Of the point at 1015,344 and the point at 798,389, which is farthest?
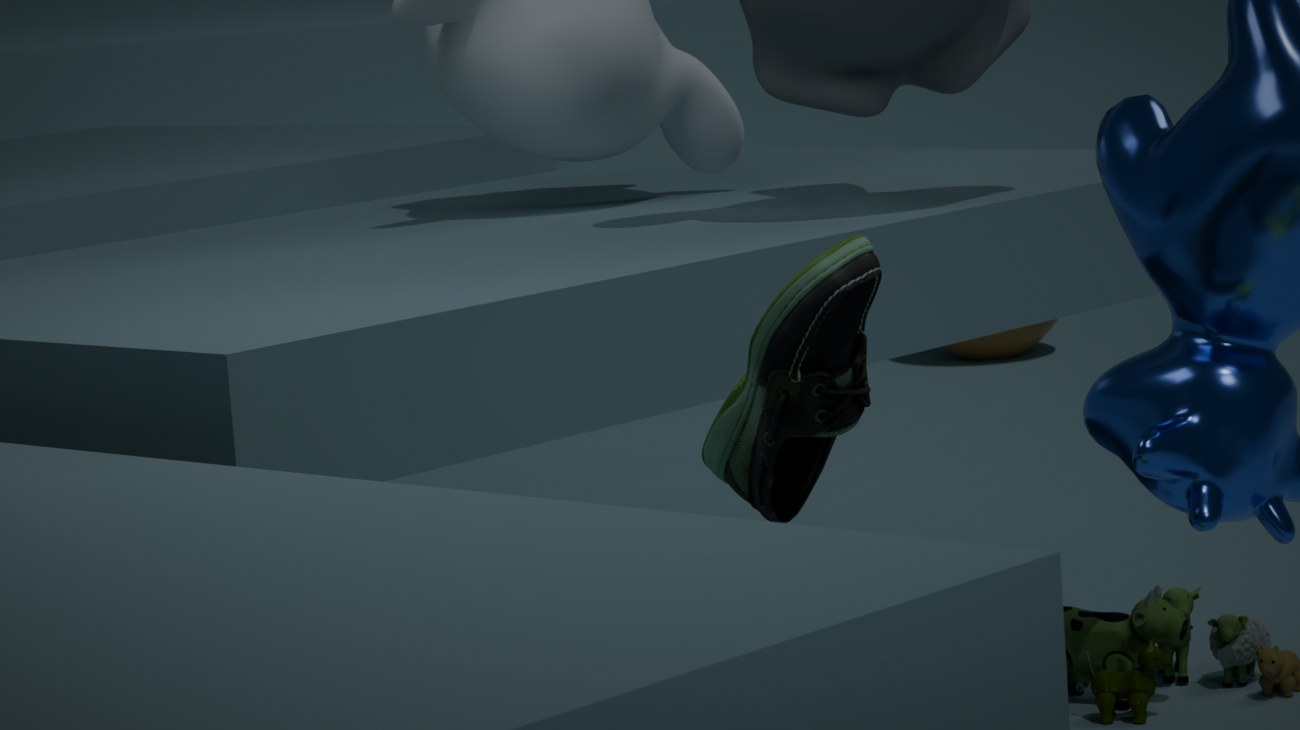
the point at 1015,344
